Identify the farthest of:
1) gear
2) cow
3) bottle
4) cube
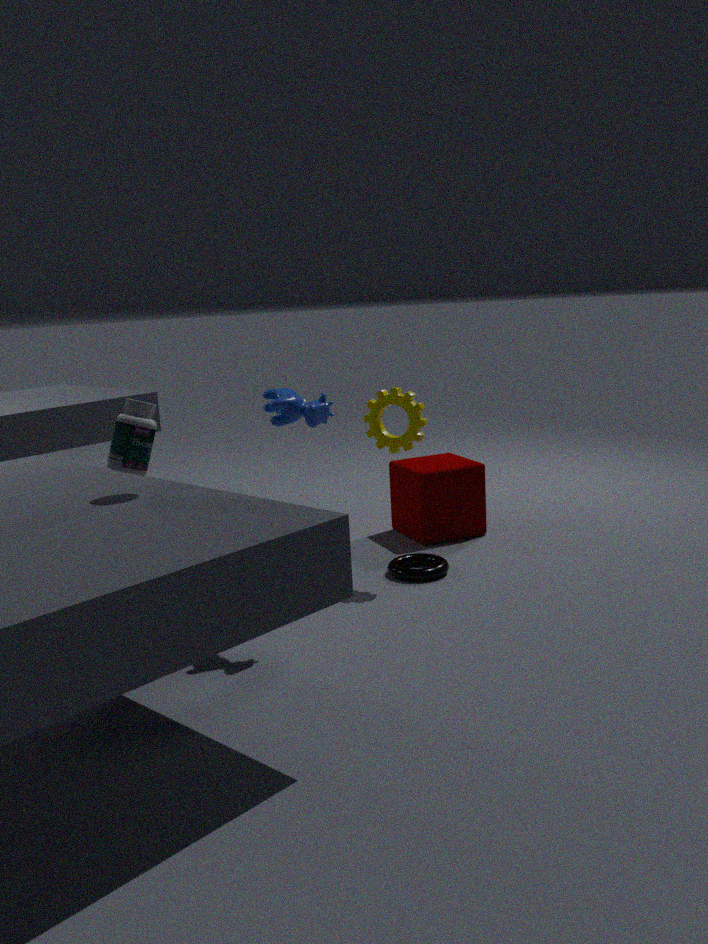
4. cube
